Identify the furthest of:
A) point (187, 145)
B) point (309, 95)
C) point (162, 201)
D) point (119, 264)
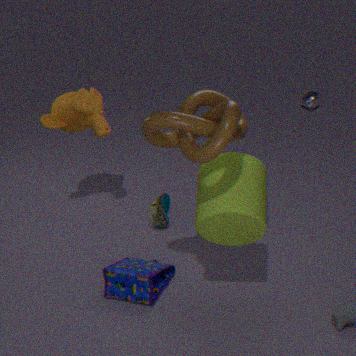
point (309, 95)
